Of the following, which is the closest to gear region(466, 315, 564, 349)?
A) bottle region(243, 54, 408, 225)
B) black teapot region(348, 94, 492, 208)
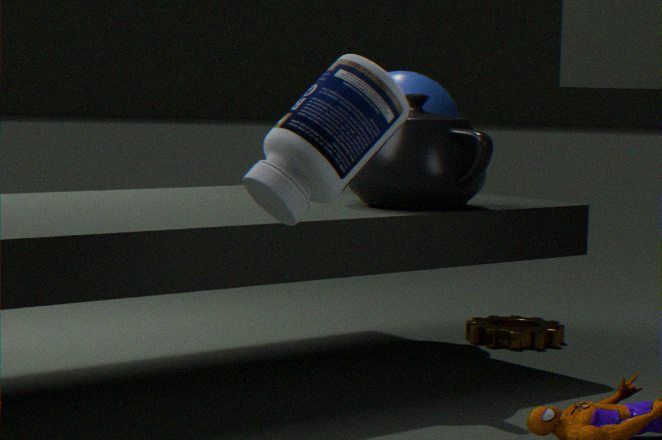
black teapot region(348, 94, 492, 208)
